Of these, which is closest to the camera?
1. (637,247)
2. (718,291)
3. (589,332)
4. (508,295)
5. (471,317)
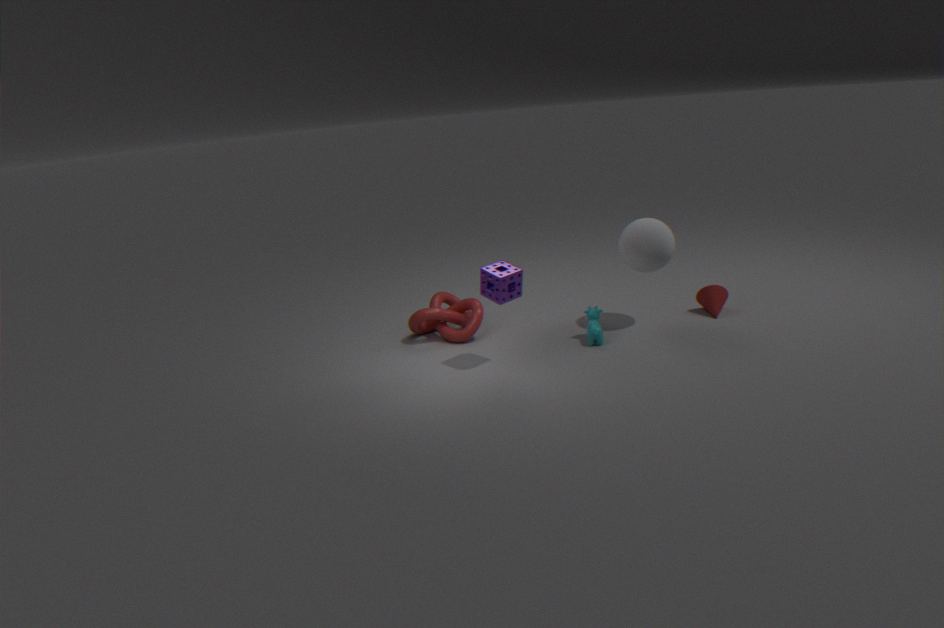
(508,295)
